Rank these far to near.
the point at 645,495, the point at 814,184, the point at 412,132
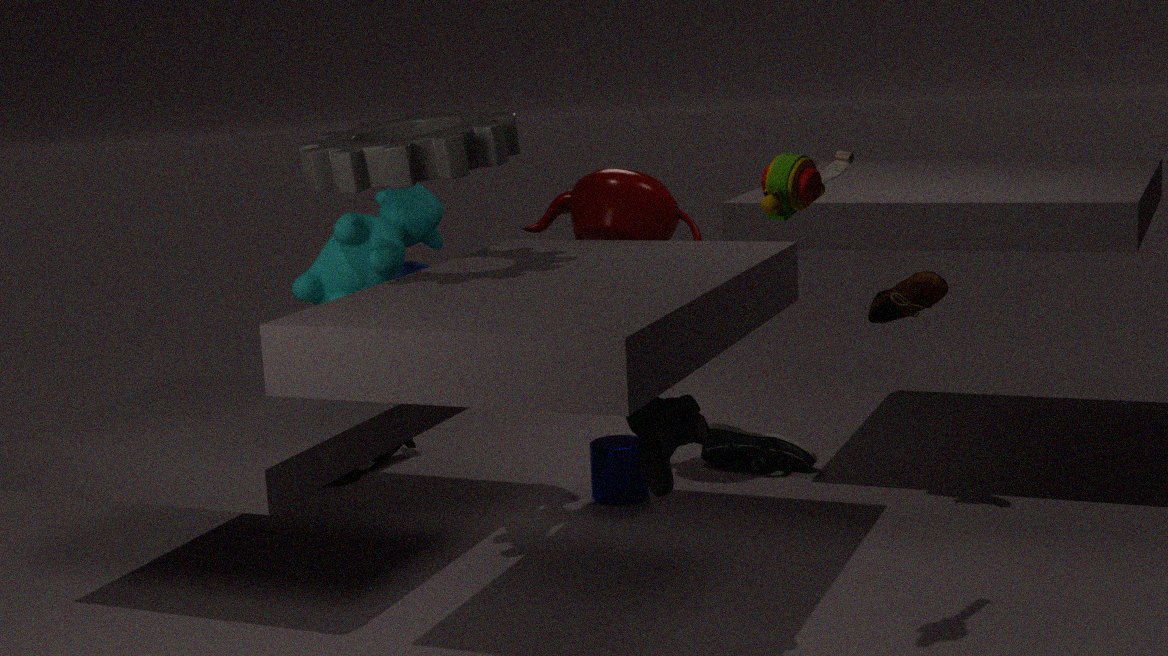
the point at 645,495
the point at 412,132
the point at 814,184
